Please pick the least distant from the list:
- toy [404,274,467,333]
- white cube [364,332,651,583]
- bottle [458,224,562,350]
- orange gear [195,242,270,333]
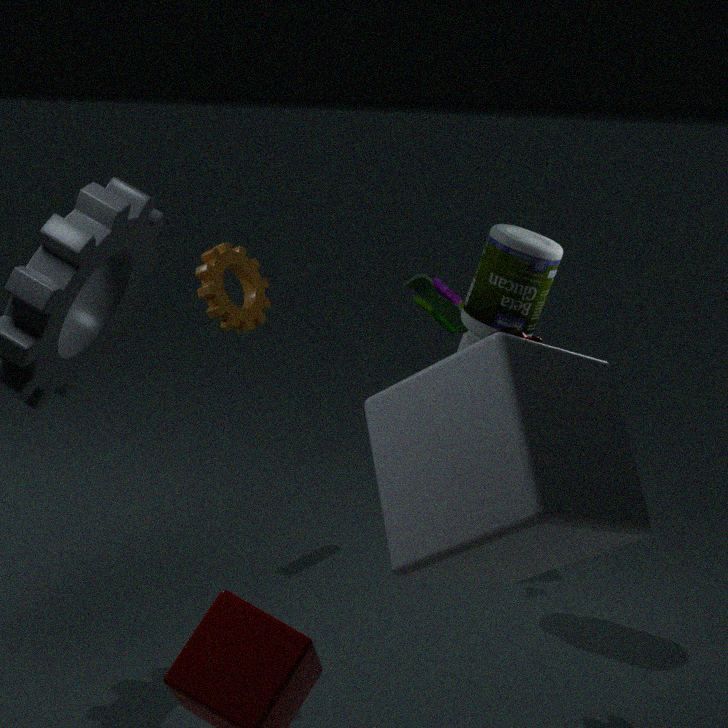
white cube [364,332,651,583]
